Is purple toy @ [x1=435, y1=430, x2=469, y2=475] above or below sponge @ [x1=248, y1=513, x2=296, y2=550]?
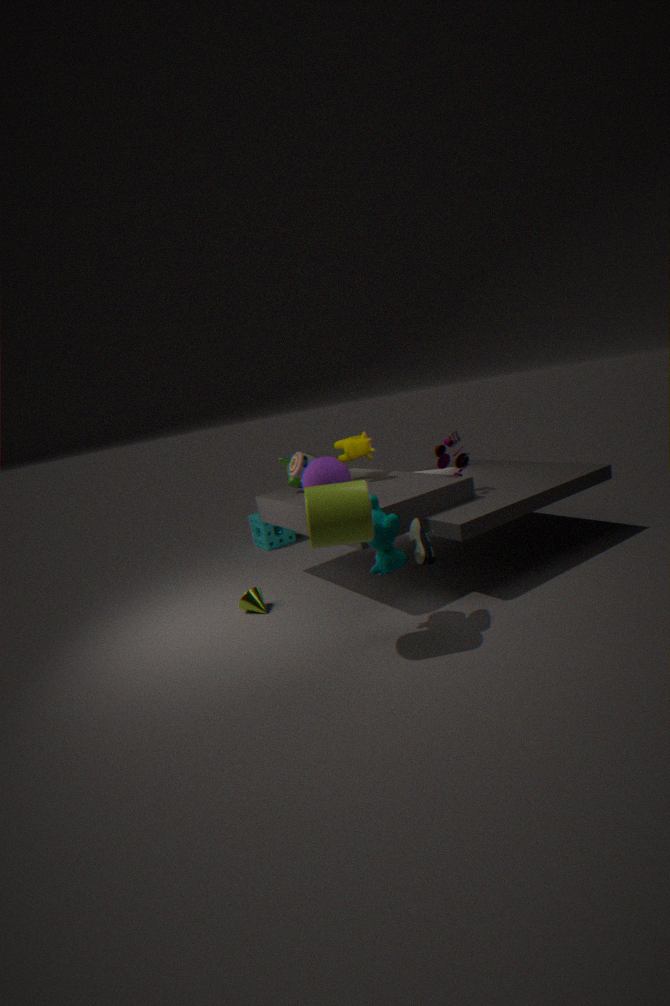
above
